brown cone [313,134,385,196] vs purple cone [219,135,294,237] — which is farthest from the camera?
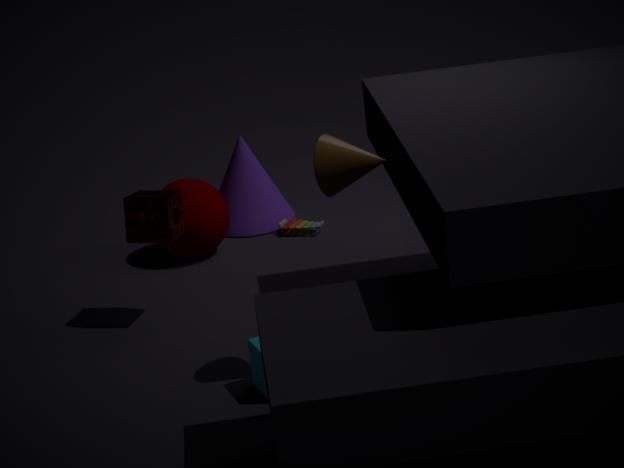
purple cone [219,135,294,237]
